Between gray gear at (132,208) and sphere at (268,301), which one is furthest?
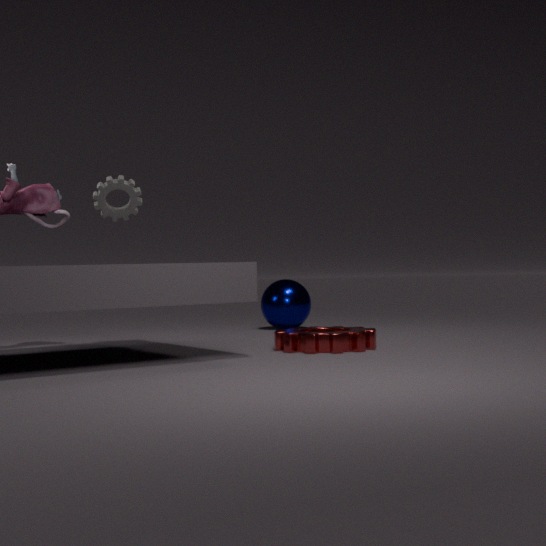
sphere at (268,301)
